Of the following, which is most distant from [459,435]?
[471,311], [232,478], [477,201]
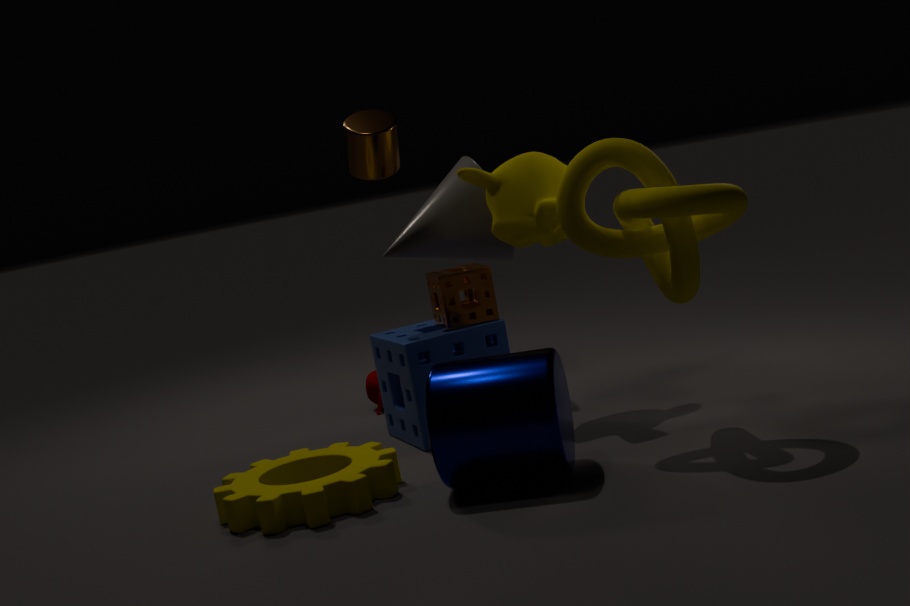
[477,201]
